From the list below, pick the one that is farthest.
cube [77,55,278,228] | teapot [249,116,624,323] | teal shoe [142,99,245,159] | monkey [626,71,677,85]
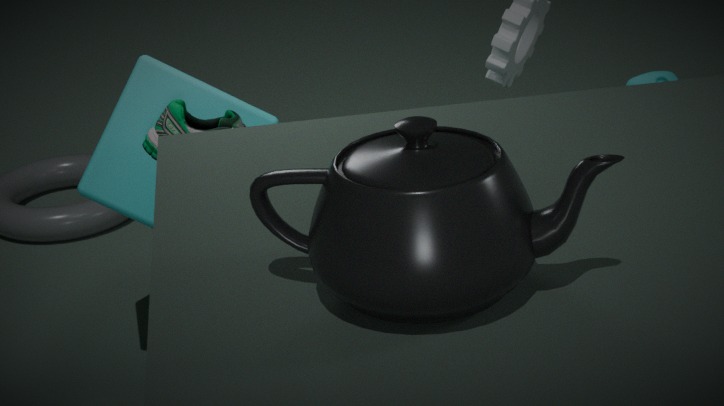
cube [77,55,278,228]
